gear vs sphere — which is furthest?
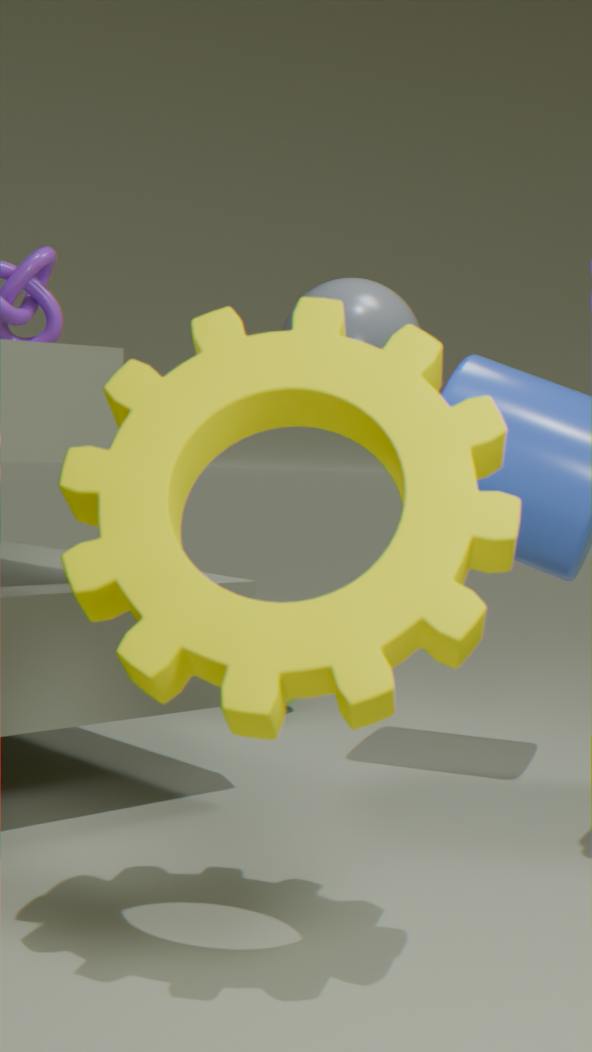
sphere
